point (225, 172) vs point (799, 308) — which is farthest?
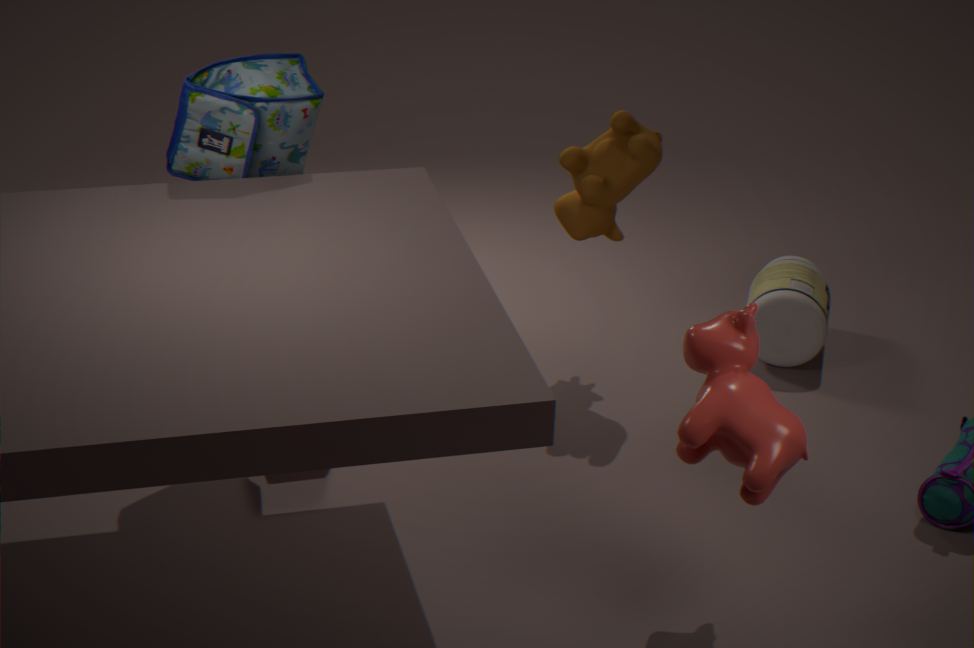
point (799, 308)
